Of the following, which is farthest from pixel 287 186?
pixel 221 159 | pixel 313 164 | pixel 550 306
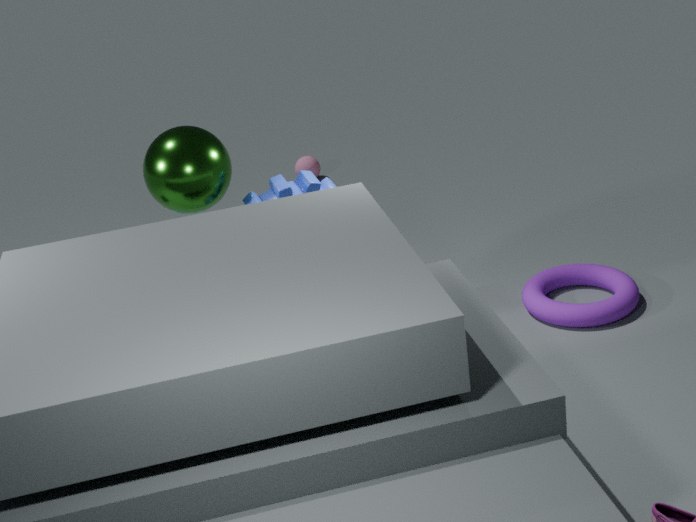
pixel 313 164
